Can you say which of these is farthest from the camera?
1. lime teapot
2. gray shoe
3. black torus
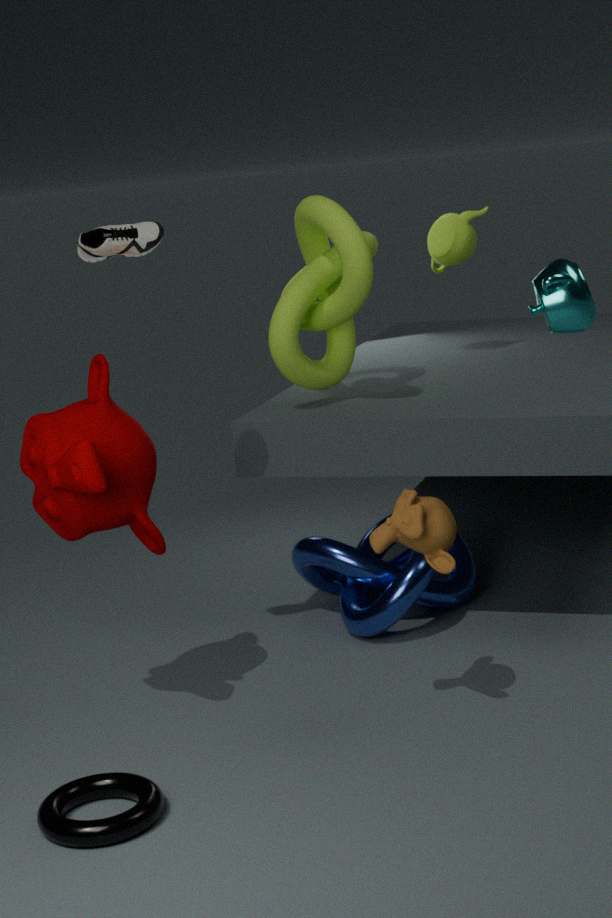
lime teapot
